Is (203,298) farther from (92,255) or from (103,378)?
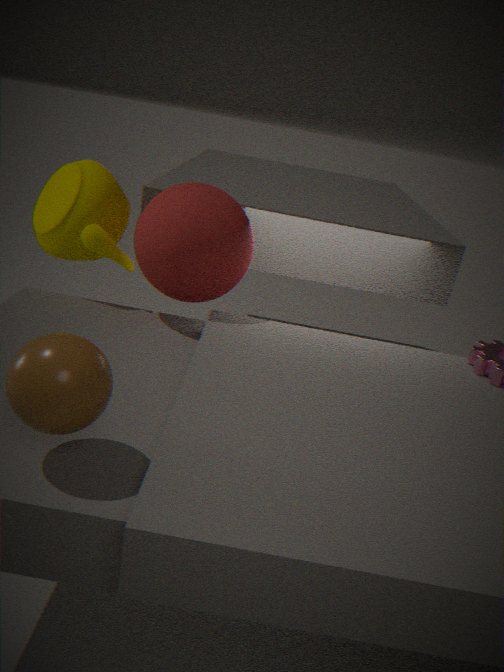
(103,378)
